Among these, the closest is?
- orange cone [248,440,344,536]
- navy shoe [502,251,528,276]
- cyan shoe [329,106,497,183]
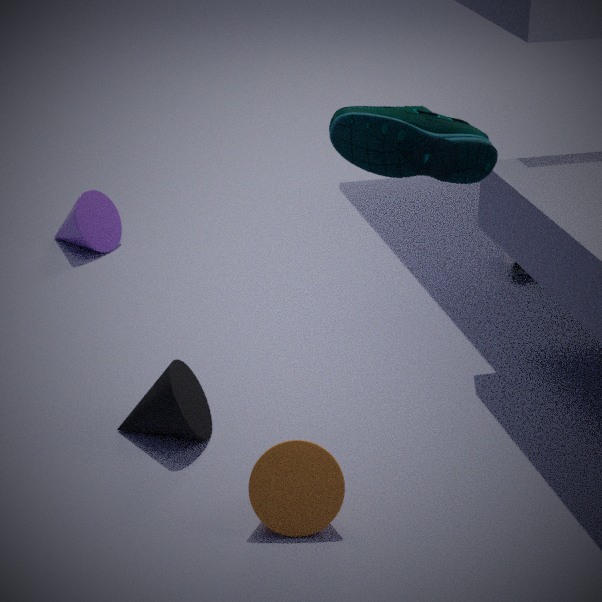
cyan shoe [329,106,497,183]
